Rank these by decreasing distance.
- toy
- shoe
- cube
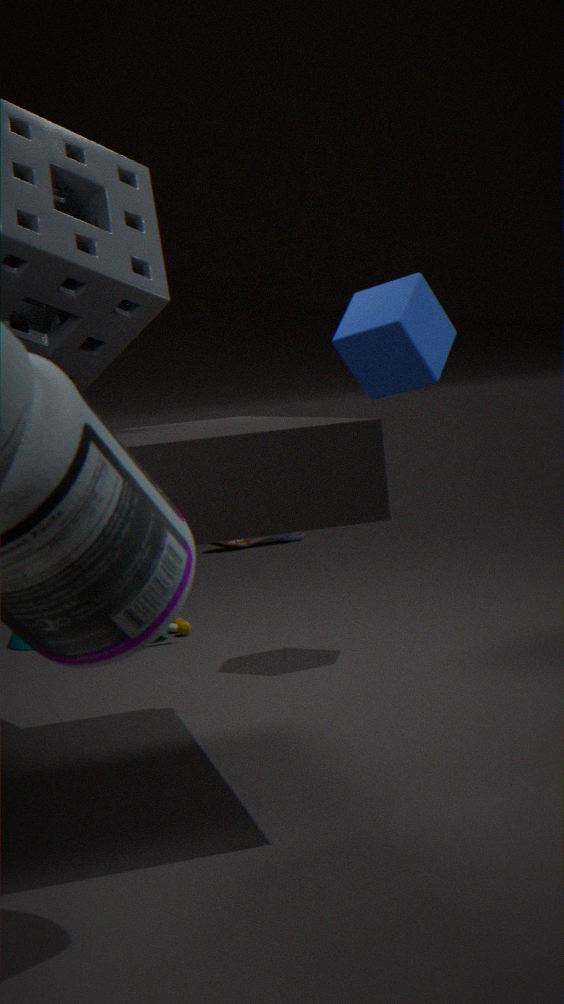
shoe < toy < cube
